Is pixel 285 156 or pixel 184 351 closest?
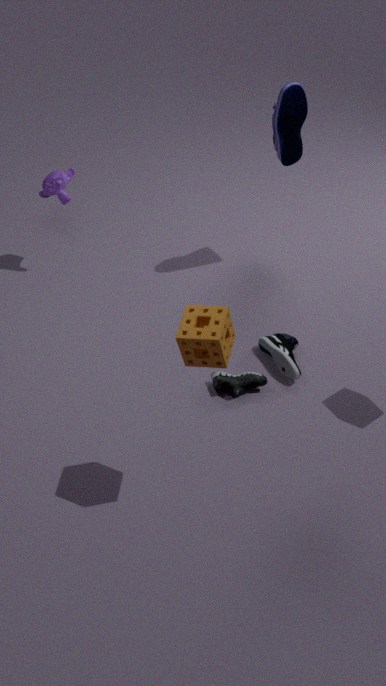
pixel 184 351
